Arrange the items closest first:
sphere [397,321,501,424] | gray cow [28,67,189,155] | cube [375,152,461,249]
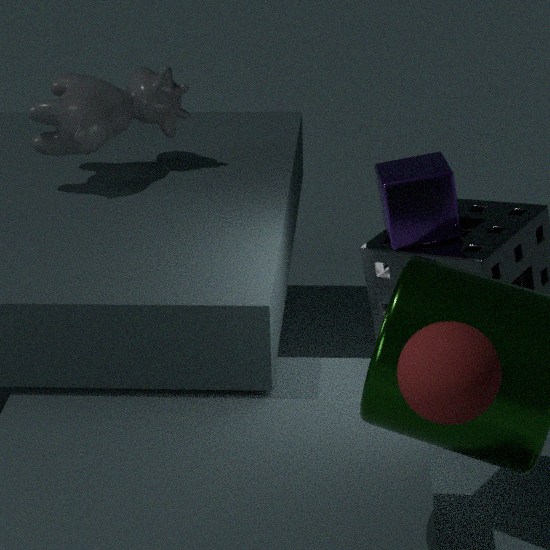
sphere [397,321,501,424], cube [375,152,461,249], gray cow [28,67,189,155]
